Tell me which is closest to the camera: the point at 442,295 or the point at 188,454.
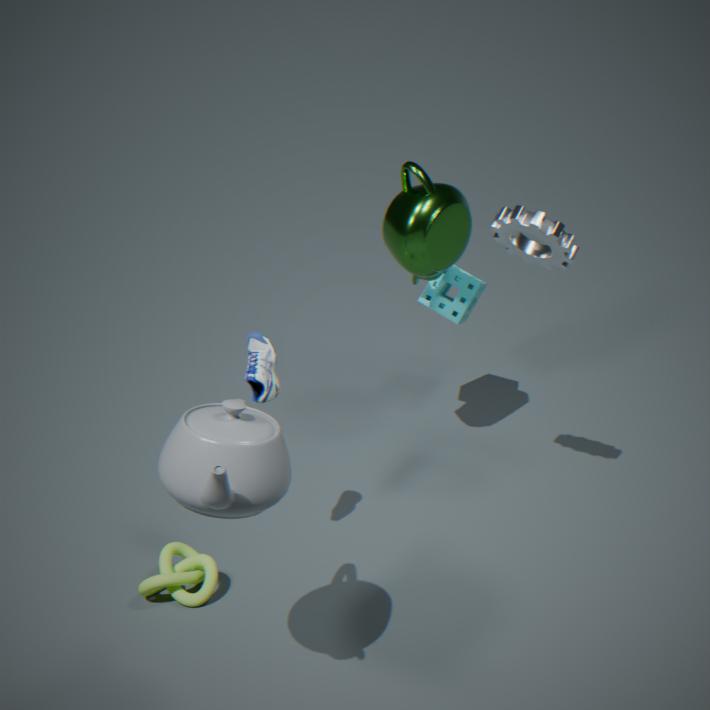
the point at 188,454
